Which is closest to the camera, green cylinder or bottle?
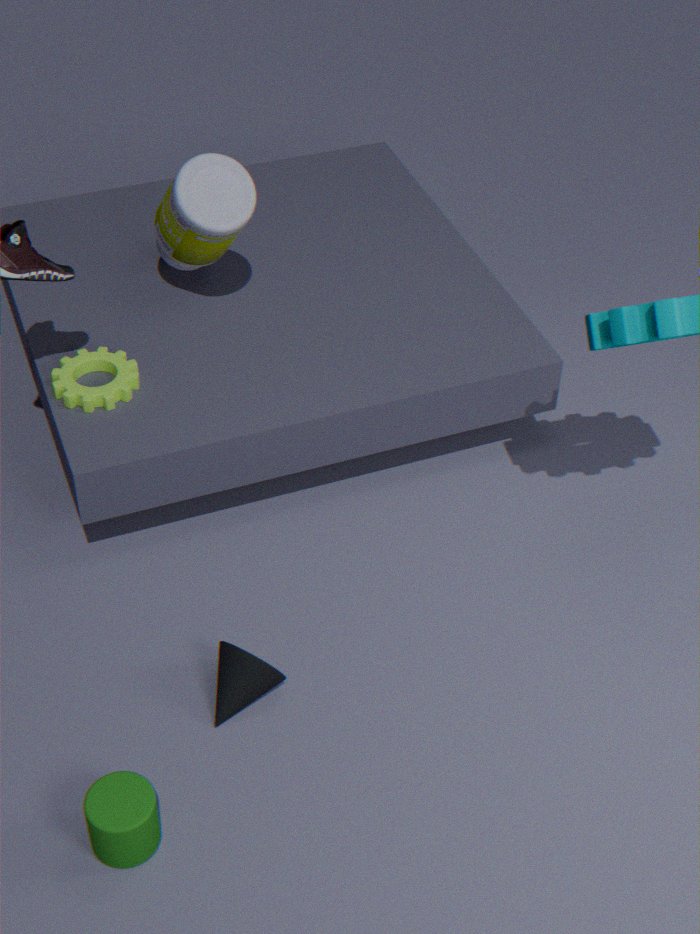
green cylinder
